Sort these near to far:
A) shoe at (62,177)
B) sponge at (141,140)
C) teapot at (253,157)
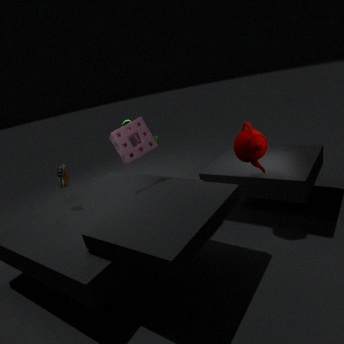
teapot at (253,157)
sponge at (141,140)
shoe at (62,177)
